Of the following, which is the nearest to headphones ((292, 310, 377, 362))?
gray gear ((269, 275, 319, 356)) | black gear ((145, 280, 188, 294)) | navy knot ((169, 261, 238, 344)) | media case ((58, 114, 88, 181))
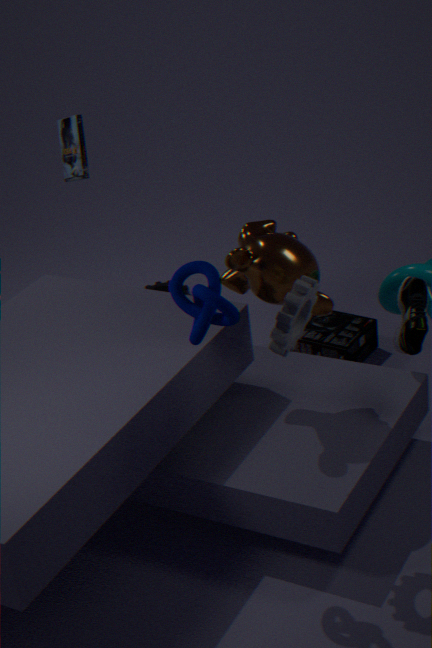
black gear ((145, 280, 188, 294))
